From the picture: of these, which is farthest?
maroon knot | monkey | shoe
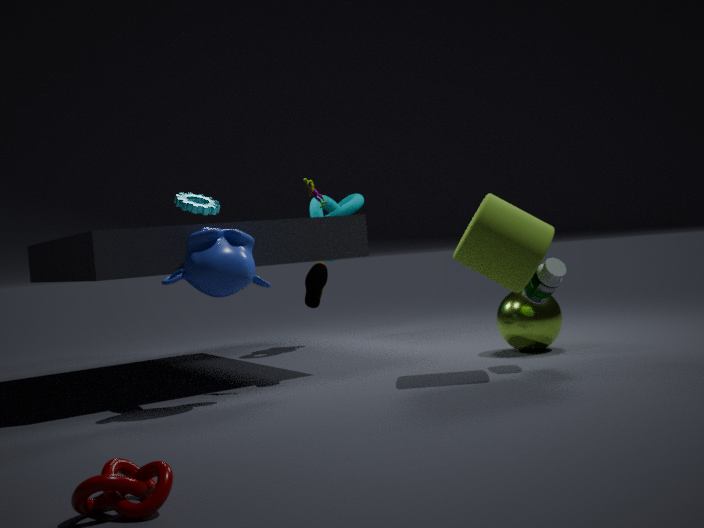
shoe
